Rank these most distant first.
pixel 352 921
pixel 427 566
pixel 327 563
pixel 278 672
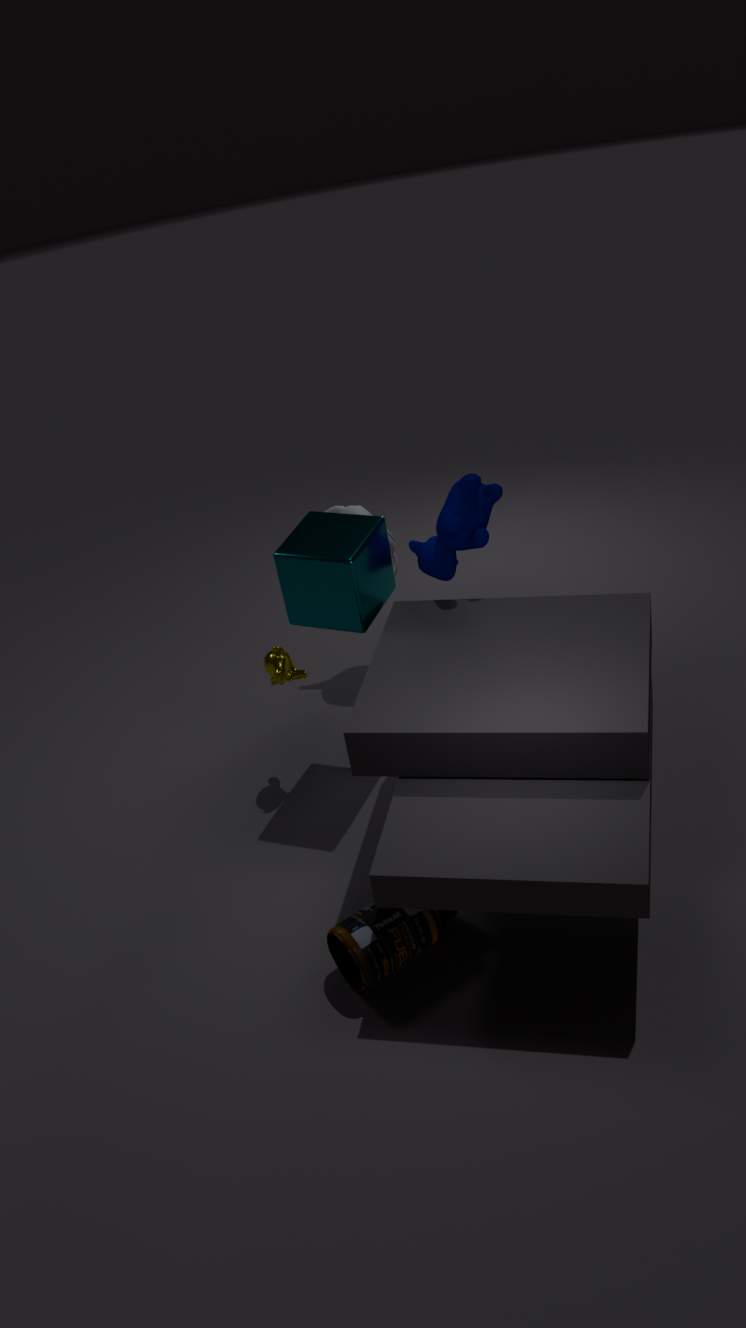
1. pixel 427 566
2. pixel 278 672
3. pixel 327 563
4. pixel 352 921
